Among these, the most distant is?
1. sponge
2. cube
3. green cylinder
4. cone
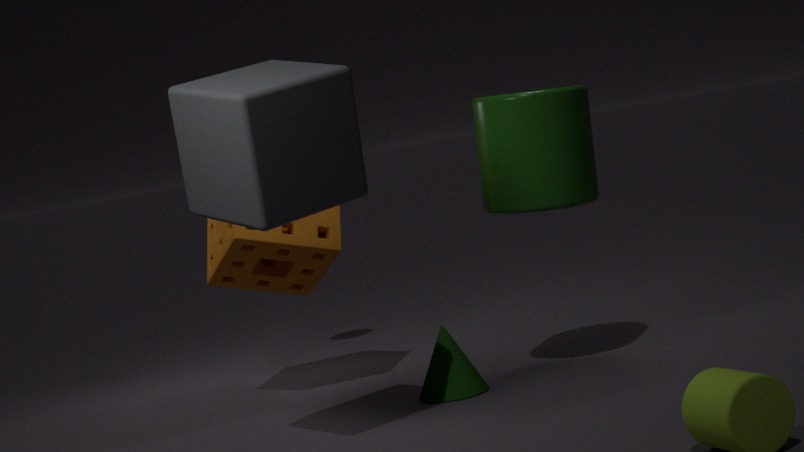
sponge
